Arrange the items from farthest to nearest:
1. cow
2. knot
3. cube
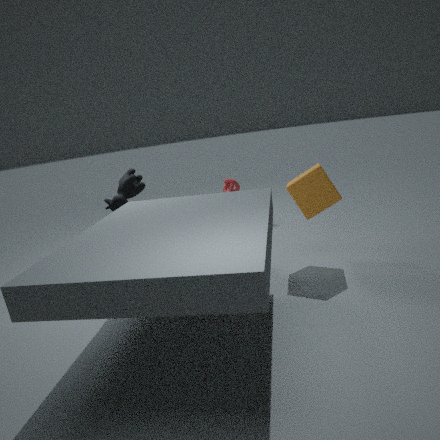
knot
cow
cube
